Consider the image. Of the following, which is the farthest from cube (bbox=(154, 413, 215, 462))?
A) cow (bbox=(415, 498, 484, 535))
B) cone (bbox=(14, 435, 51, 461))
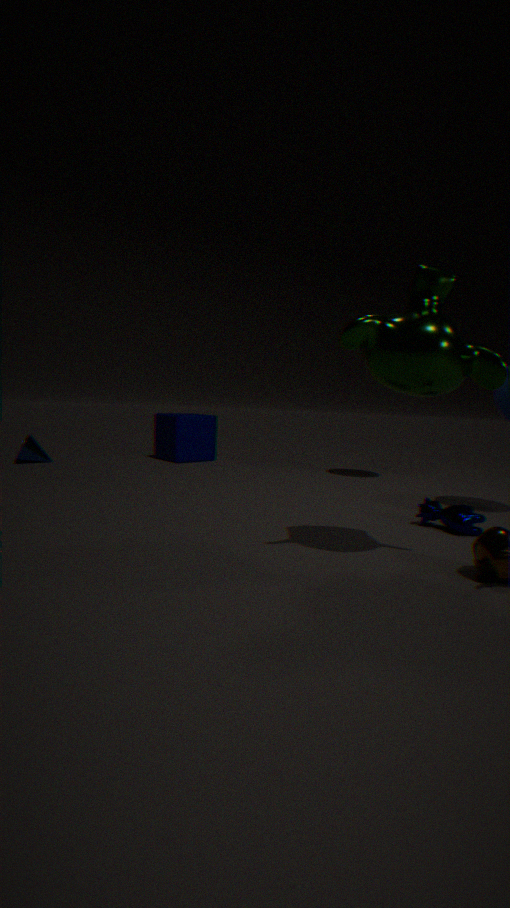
cow (bbox=(415, 498, 484, 535))
